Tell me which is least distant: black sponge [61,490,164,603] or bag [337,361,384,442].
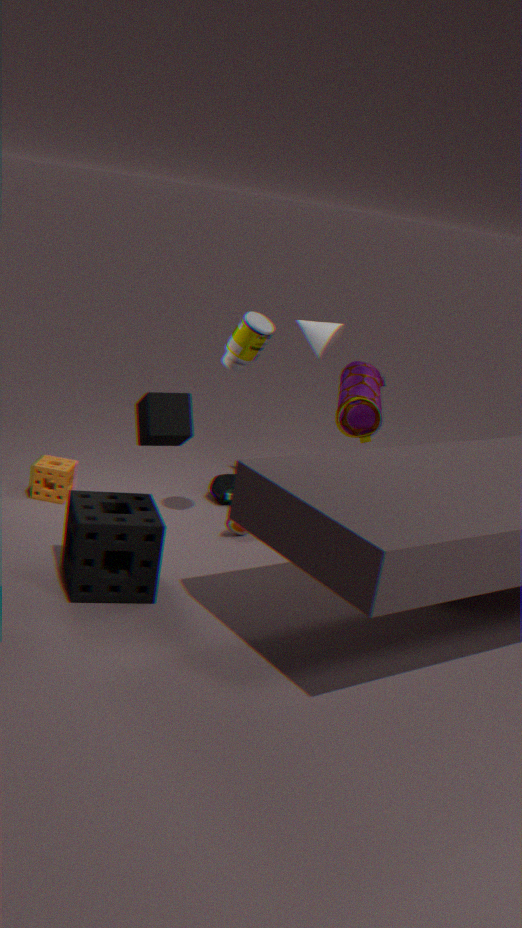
black sponge [61,490,164,603]
